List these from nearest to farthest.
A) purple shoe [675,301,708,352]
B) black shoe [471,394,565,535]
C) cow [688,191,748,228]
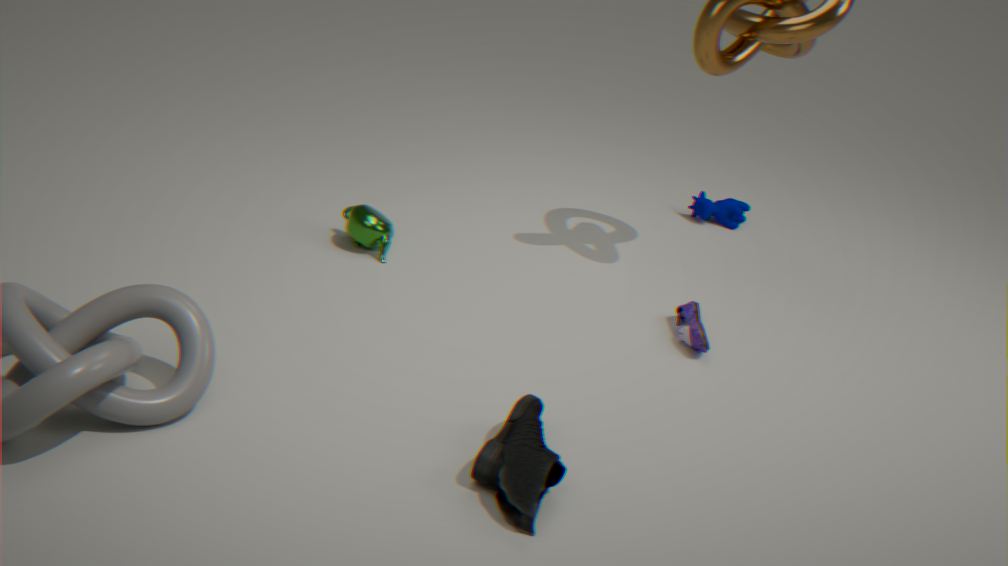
black shoe [471,394,565,535] → purple shoe [675,301,708,352] → cow [688,191,748,228]
